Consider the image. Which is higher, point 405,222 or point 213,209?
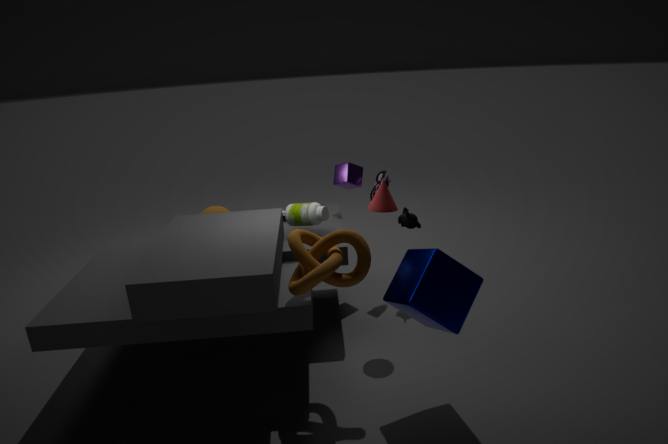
point 405,222
